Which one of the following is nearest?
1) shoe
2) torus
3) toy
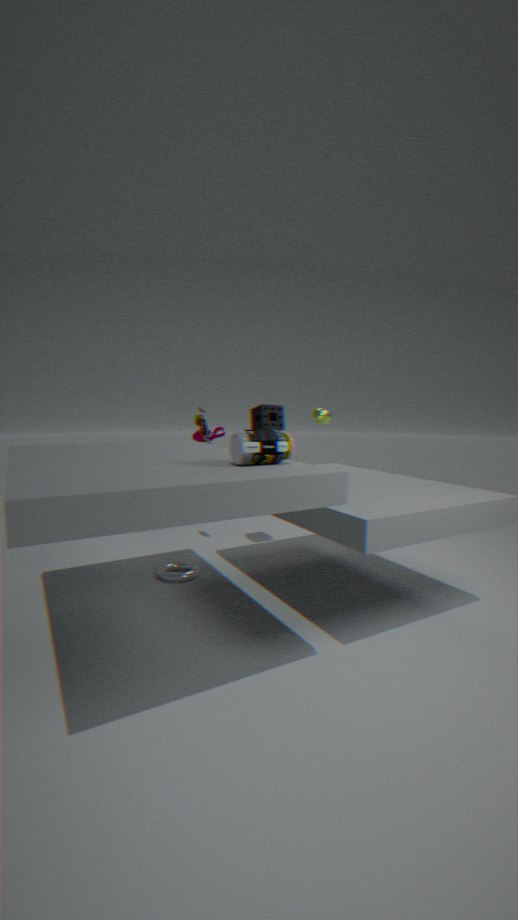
2. torus
